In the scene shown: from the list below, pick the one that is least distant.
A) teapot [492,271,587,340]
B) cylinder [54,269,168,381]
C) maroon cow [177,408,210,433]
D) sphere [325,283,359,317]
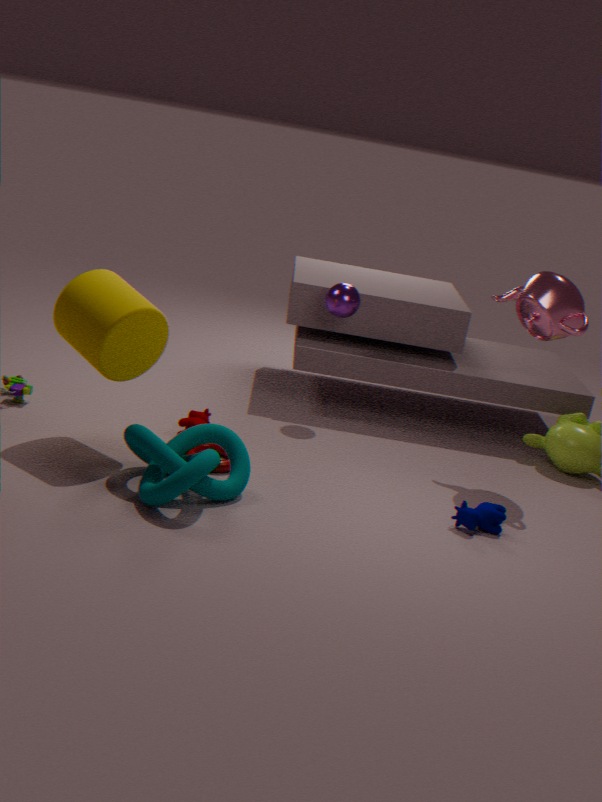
cylinder [54,269,168,381]
